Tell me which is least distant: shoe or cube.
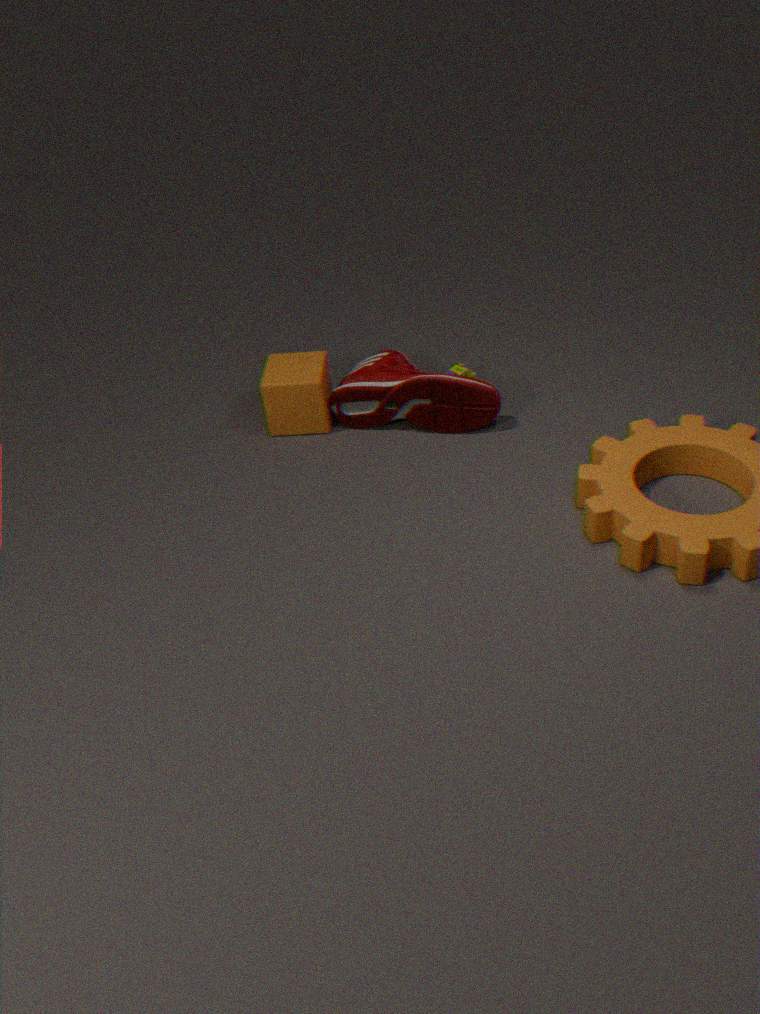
shoe
